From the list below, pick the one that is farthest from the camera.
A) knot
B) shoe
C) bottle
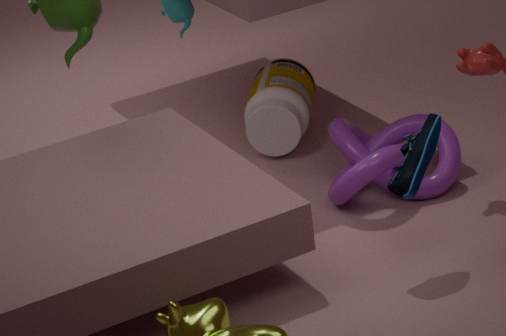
bottle
